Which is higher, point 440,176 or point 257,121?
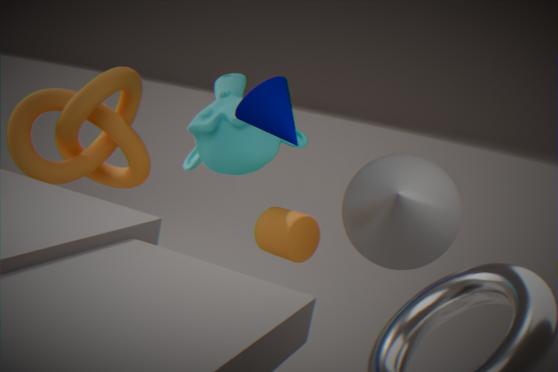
point 257,121
